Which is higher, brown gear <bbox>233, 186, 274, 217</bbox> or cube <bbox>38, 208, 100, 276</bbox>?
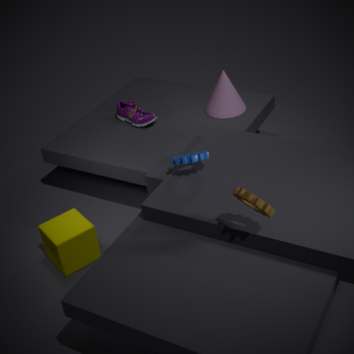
brown gear <bbox>233, 186, 274, 217</bbox>
